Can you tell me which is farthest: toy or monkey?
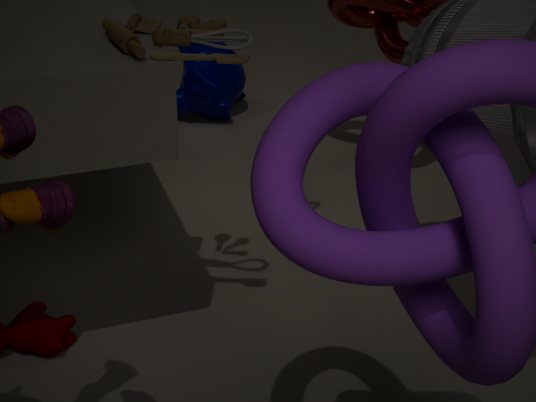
monkey
